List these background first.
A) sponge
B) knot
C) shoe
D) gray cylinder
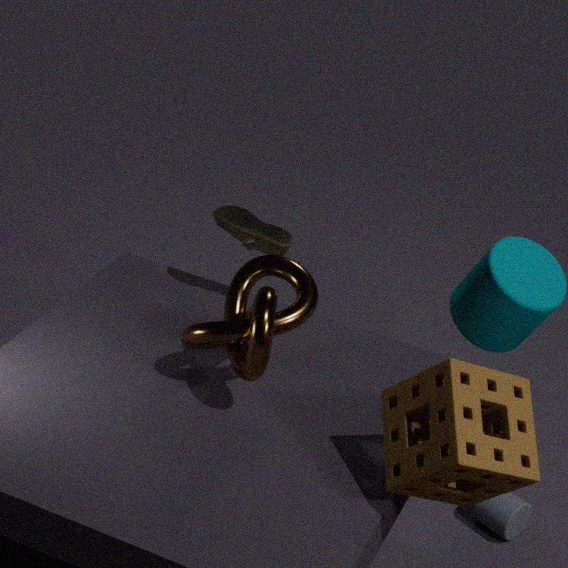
gray cylinder → shoe → knot → sponge
